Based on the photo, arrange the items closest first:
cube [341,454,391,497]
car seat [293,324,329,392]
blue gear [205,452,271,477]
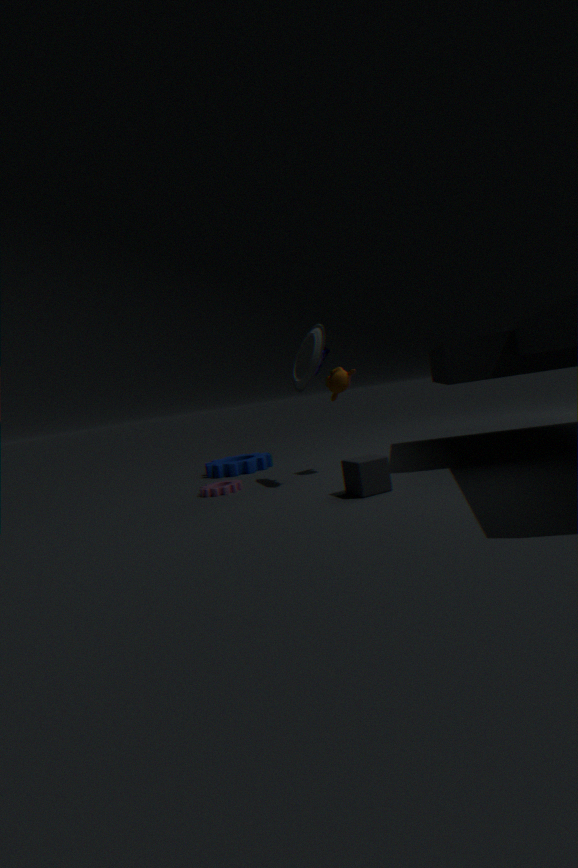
cube [341,454,391,497]
car seat [293,324,329,392]
blue gear [205,452,271,477]
